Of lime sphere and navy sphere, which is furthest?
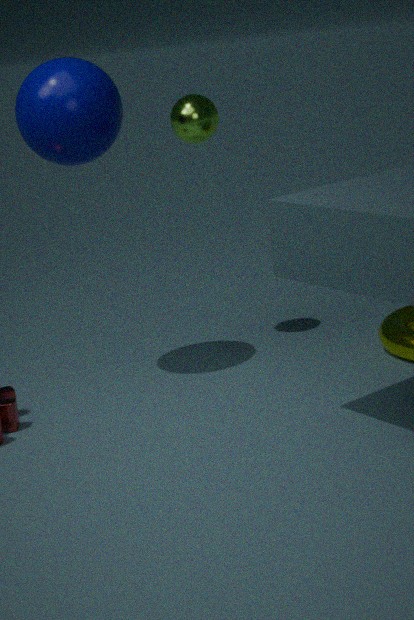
lime sphere
